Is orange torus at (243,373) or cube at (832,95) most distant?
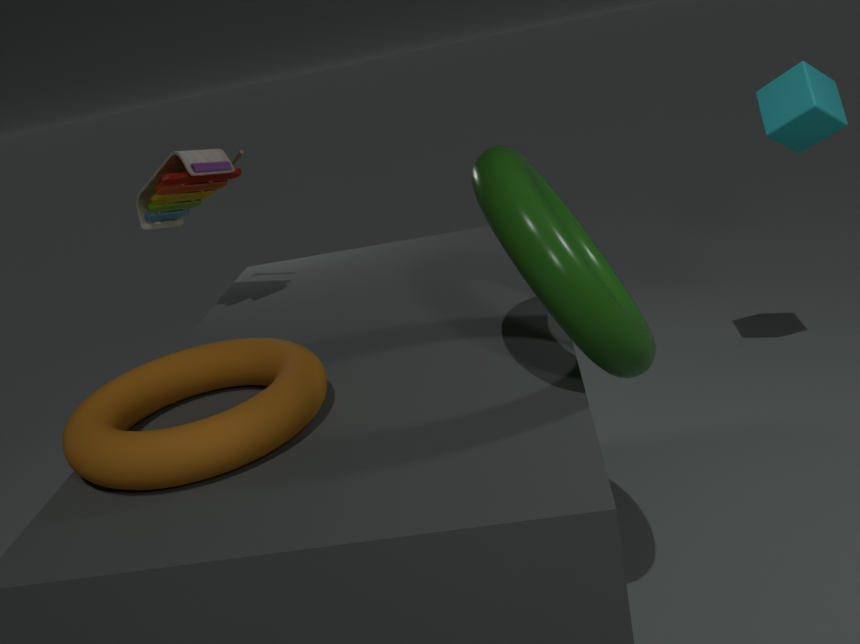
cube at (832,95)
